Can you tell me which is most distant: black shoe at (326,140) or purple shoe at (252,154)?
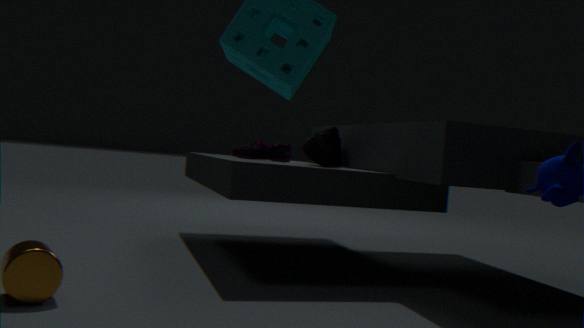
purple shoe at (252,154)
